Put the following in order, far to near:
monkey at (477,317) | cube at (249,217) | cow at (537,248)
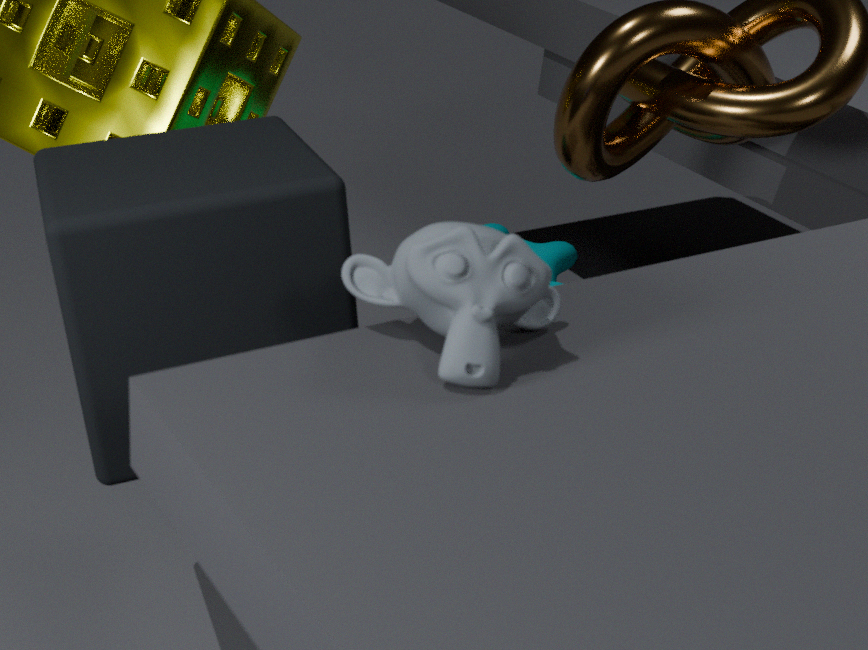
cow at (537,248) → cube at (249,217) → monkey at (477,317)
